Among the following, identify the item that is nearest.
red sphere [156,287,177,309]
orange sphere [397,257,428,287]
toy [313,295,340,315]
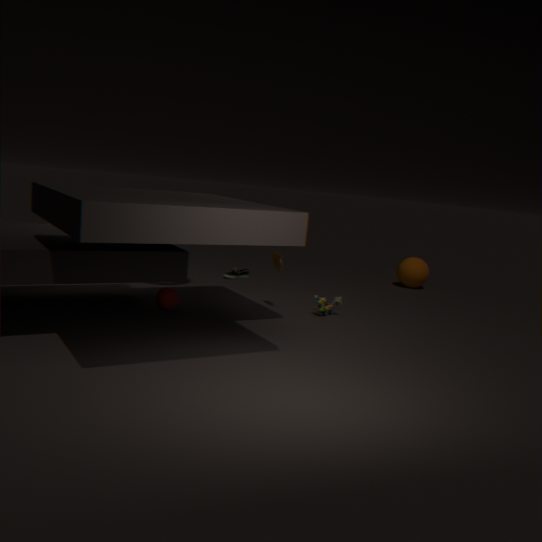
red sphere [156,287,177,309]
